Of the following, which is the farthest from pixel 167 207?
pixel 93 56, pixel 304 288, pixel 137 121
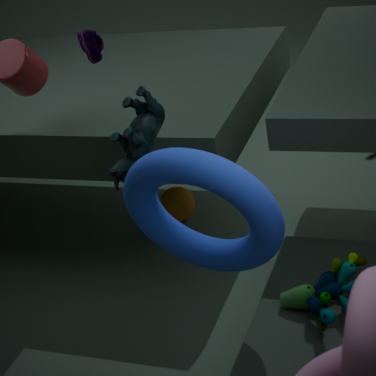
pixel 304 288
